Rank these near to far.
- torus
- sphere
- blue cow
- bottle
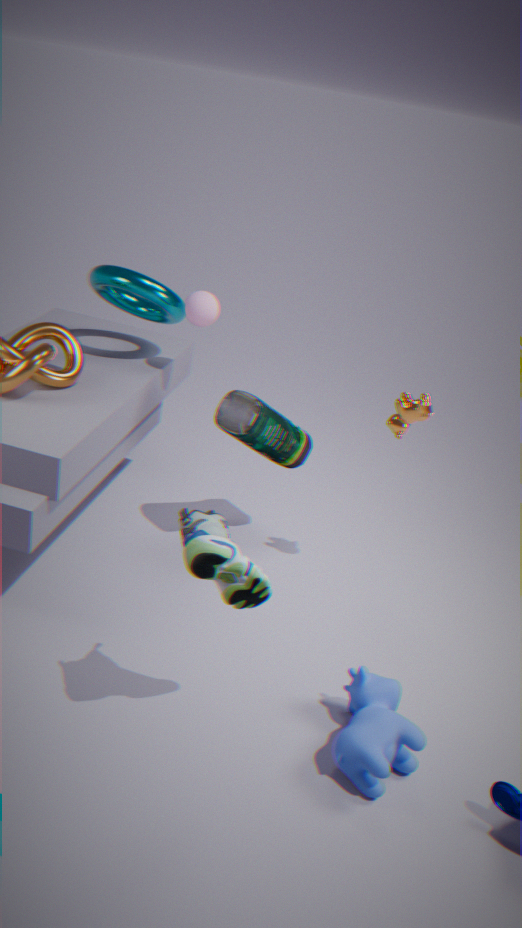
blue cow, bottle, torus, sphere
